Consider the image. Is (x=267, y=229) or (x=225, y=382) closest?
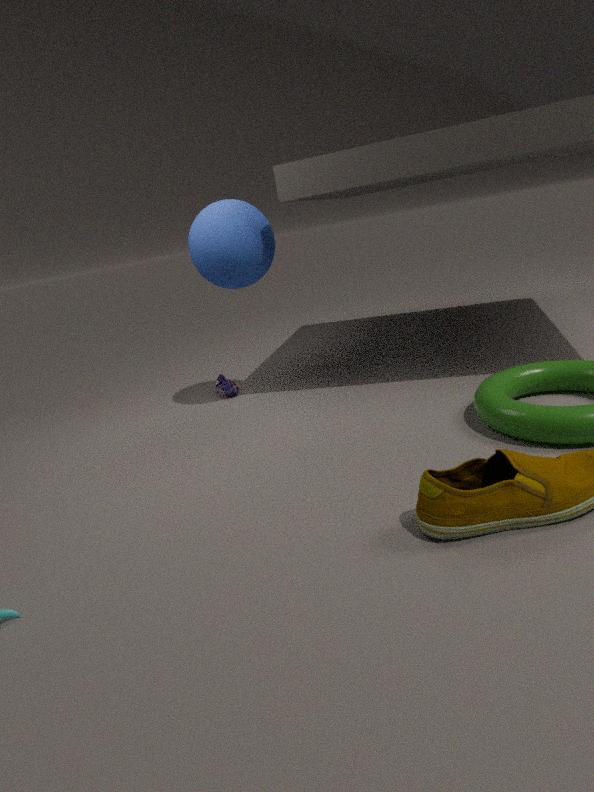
(x=267, y=229)
